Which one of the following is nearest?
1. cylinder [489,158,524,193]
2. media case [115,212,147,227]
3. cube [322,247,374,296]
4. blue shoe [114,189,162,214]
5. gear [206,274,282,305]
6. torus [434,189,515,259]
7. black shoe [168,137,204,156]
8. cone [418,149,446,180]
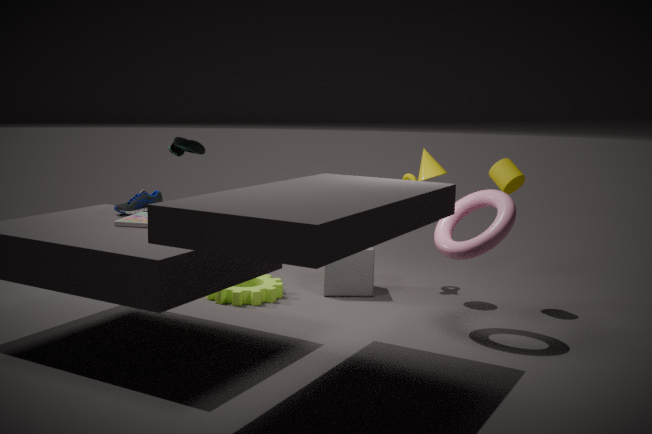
media case [115,212,147,227]
